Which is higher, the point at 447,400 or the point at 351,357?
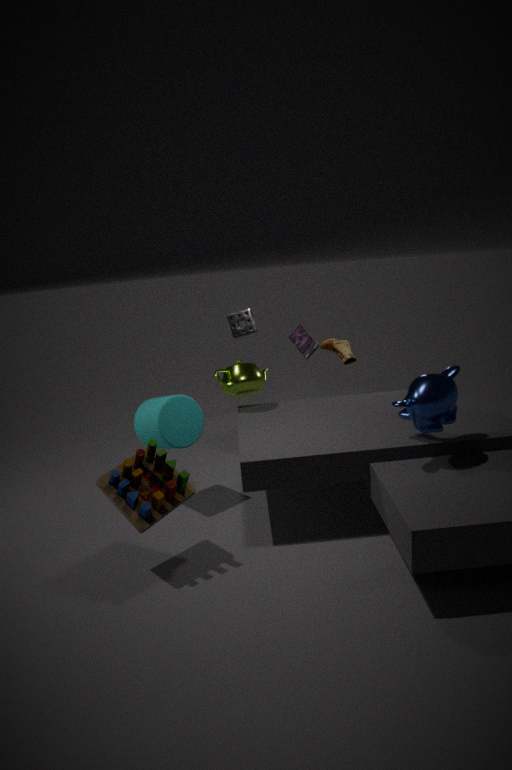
the point at 447,400
